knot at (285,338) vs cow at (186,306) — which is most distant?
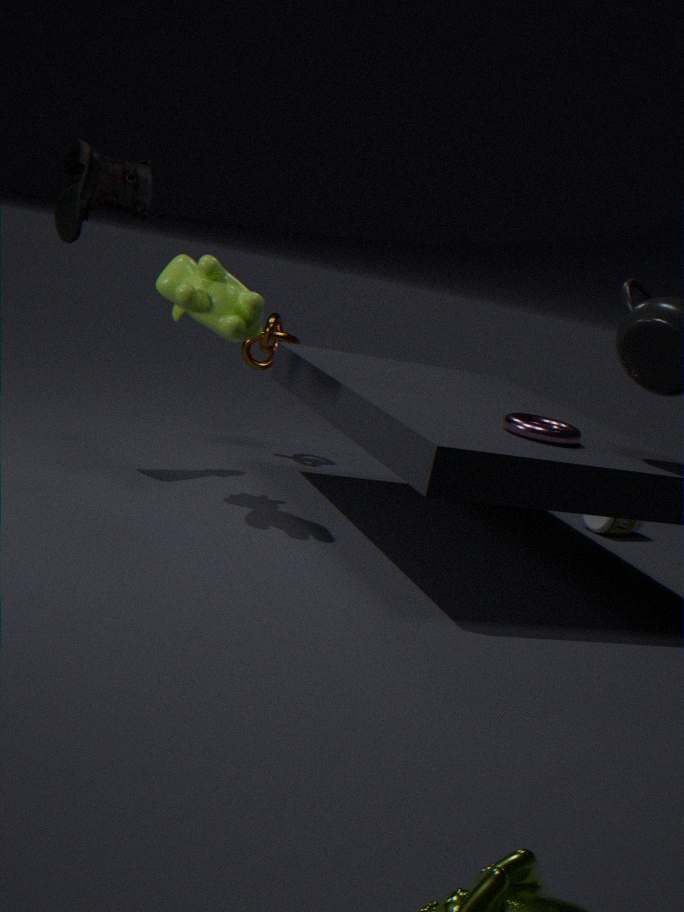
knot at (285,338)
